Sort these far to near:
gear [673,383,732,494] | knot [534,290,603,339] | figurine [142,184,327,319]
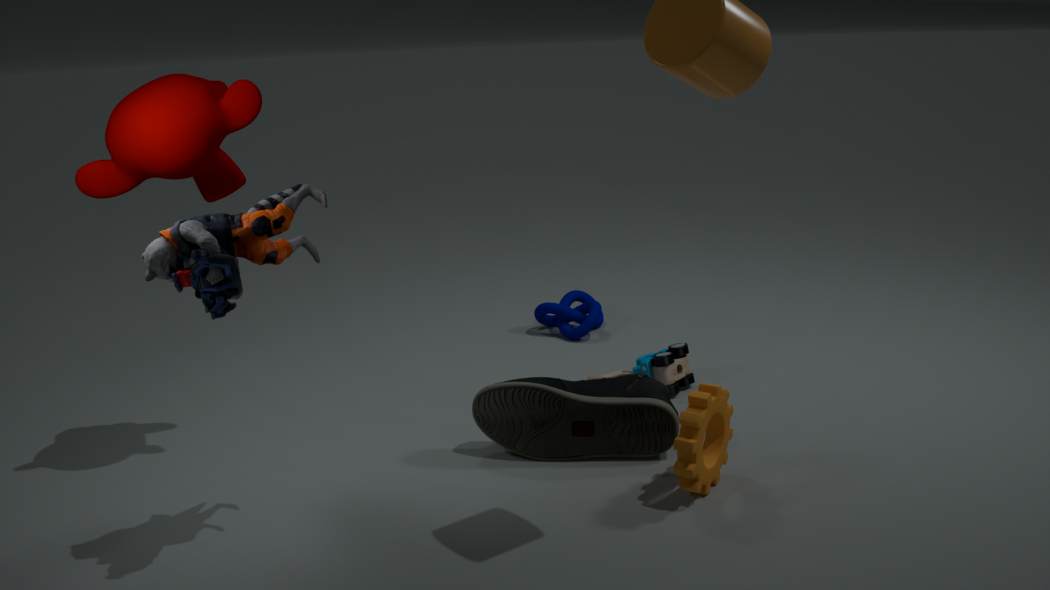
knot [534,290,603,339]
gear [673,383,732,494]
figurine [142,184,327,319]
